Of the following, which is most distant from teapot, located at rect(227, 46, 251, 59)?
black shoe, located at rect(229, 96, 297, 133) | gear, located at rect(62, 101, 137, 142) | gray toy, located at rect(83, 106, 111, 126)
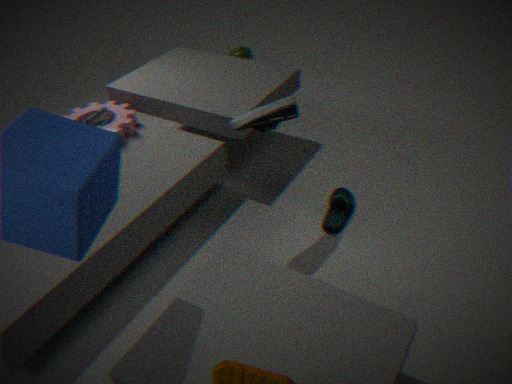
black shoe, located at rect(229, 96, 297, 133)
